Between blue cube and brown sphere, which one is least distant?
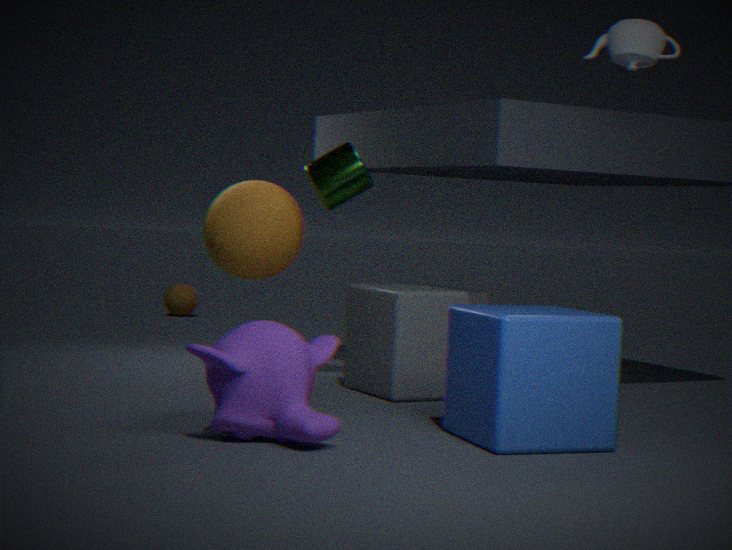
blue cube
